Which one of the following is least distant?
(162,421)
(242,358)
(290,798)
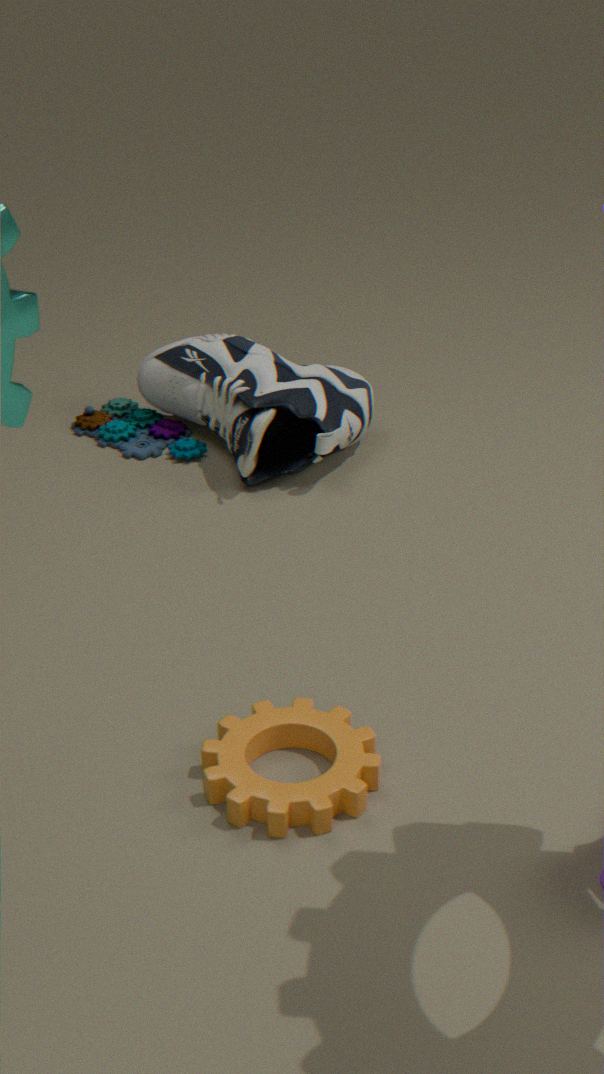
(290,798)
